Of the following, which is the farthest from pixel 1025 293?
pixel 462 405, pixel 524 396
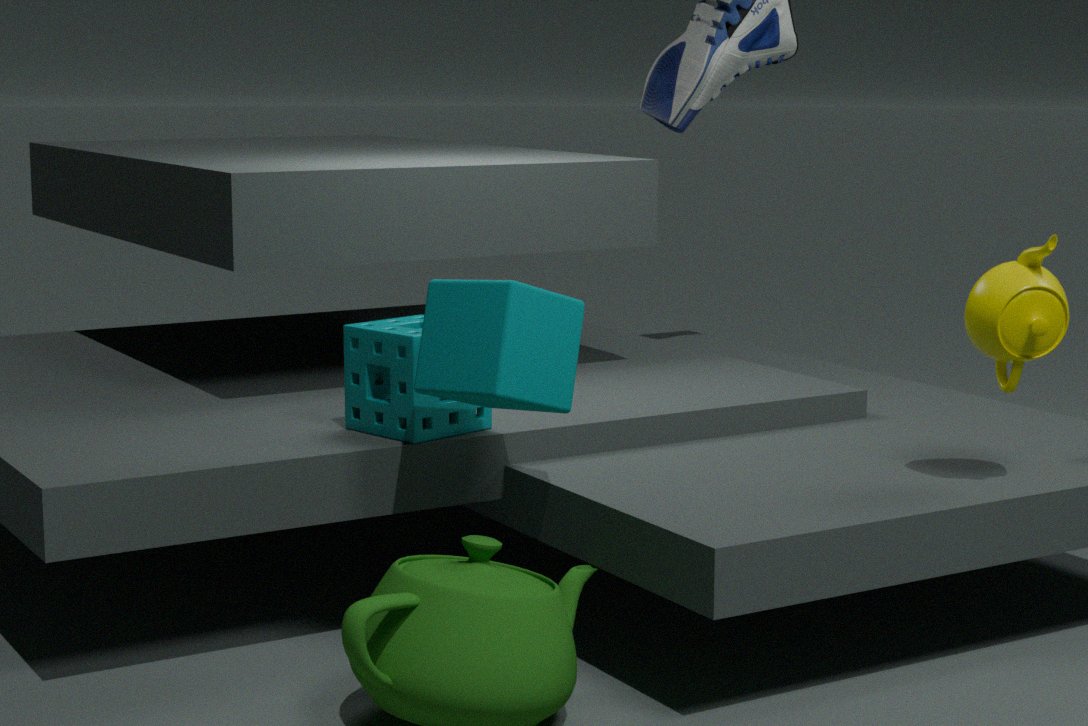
pixel 462 405
